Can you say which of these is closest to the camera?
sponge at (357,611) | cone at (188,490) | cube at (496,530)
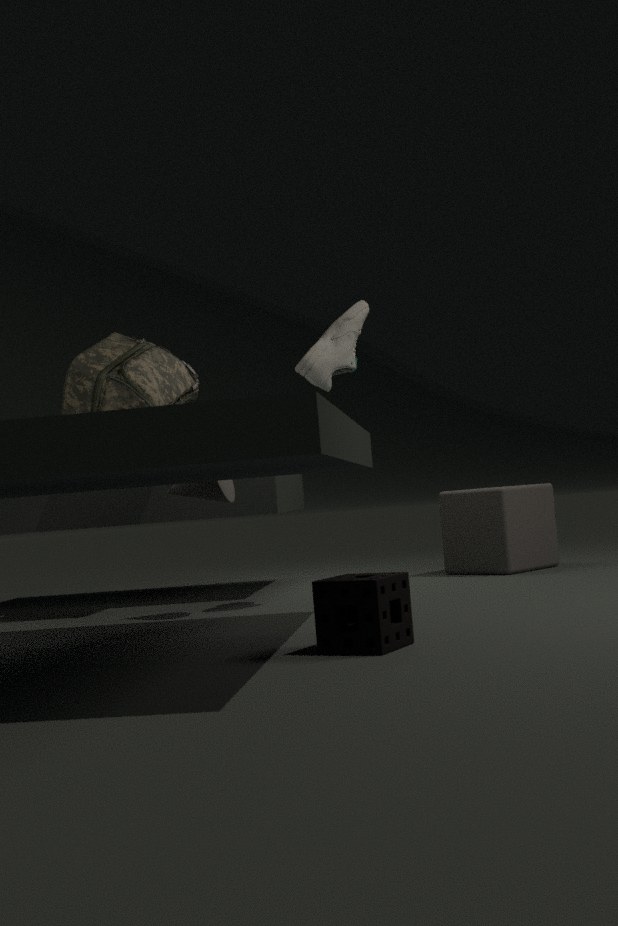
sponge at (357,611)
